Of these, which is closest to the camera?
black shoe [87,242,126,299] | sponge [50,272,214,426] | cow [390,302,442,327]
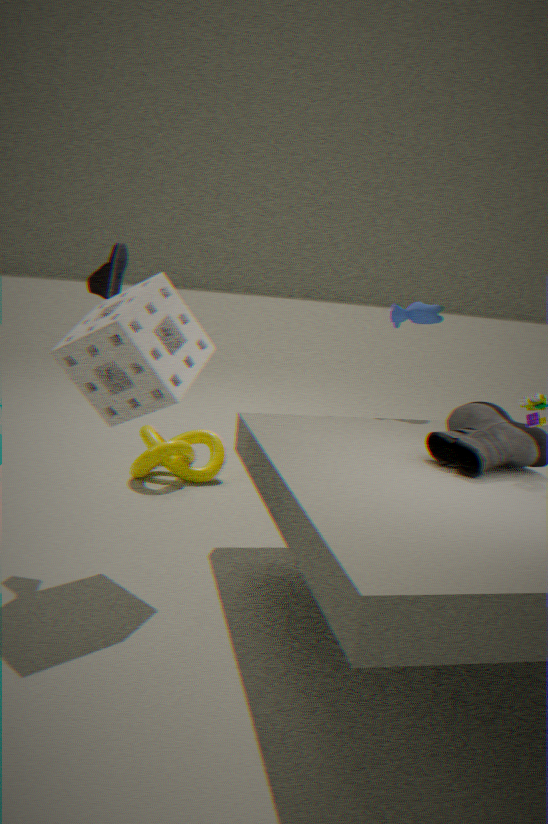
sponge [50,272,214,426]
